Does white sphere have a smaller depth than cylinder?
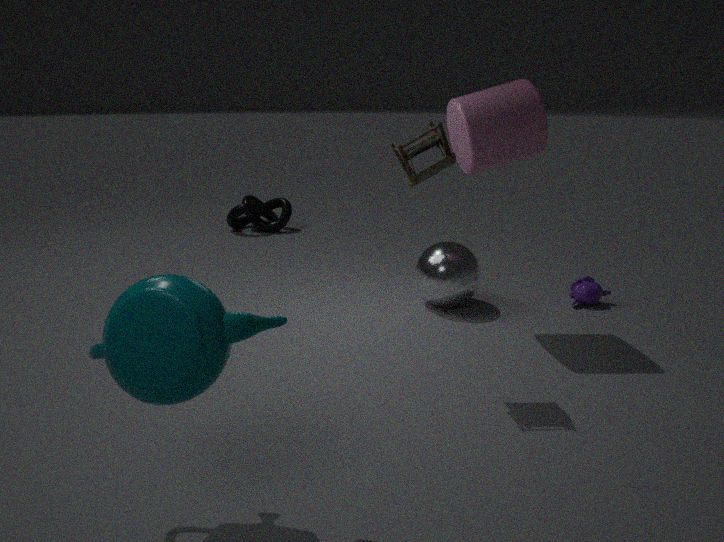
No
